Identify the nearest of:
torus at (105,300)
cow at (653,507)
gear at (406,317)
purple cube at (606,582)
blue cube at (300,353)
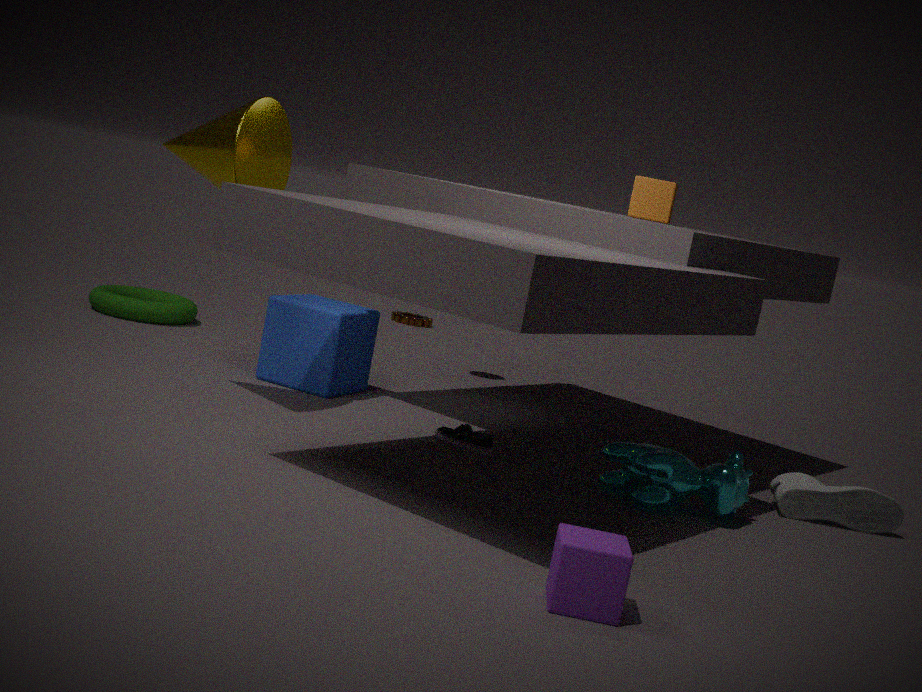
purple cube at (606,582)
